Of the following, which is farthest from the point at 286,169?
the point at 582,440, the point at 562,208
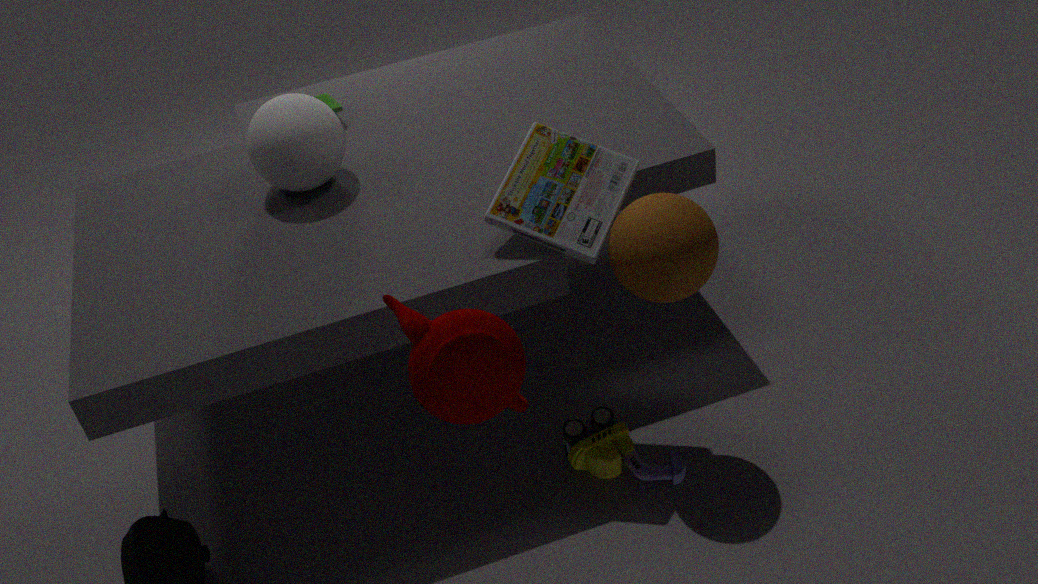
the point at 582,440
